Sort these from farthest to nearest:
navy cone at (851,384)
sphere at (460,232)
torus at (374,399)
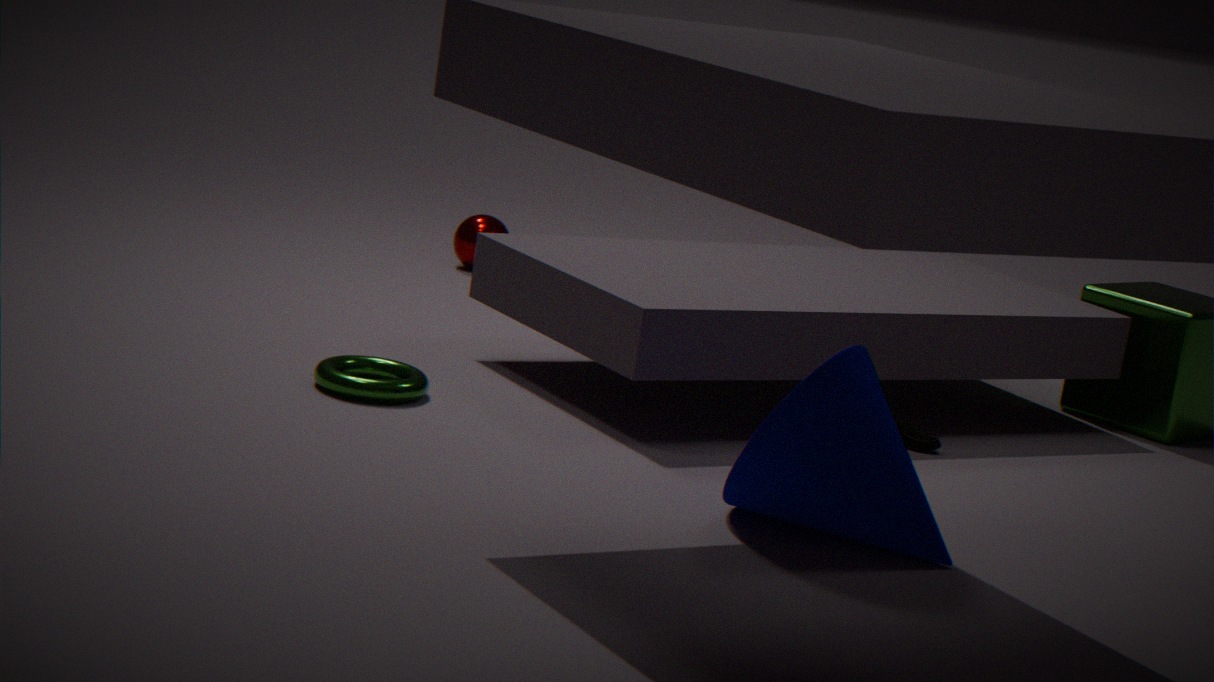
sphere at (460,232)
torus at (374,399)
navy cone at (851,384)
